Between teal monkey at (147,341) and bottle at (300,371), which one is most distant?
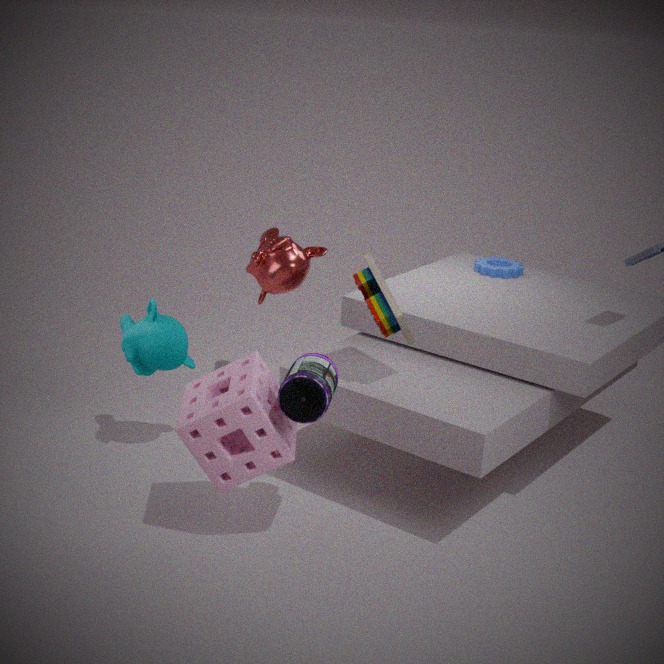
teal monkey at (147,341)
